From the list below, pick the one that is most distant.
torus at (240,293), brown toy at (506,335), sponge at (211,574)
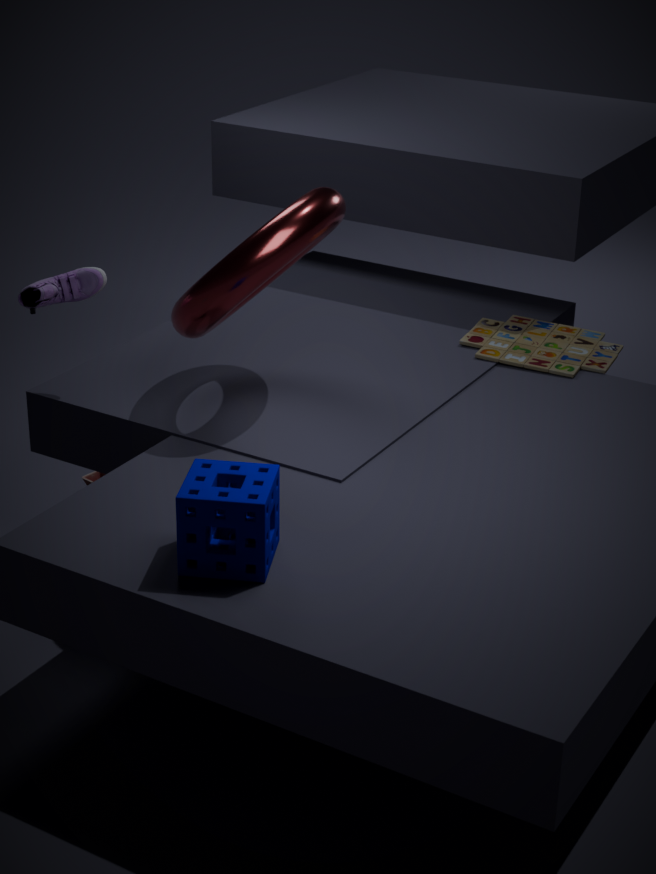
brown toy at (506,335)
